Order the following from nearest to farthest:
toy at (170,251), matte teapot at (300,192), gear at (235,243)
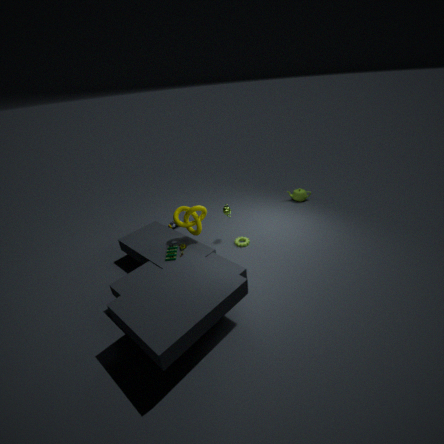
toy at (170,251), gear at (235,243), matte teapot at (300,192)
